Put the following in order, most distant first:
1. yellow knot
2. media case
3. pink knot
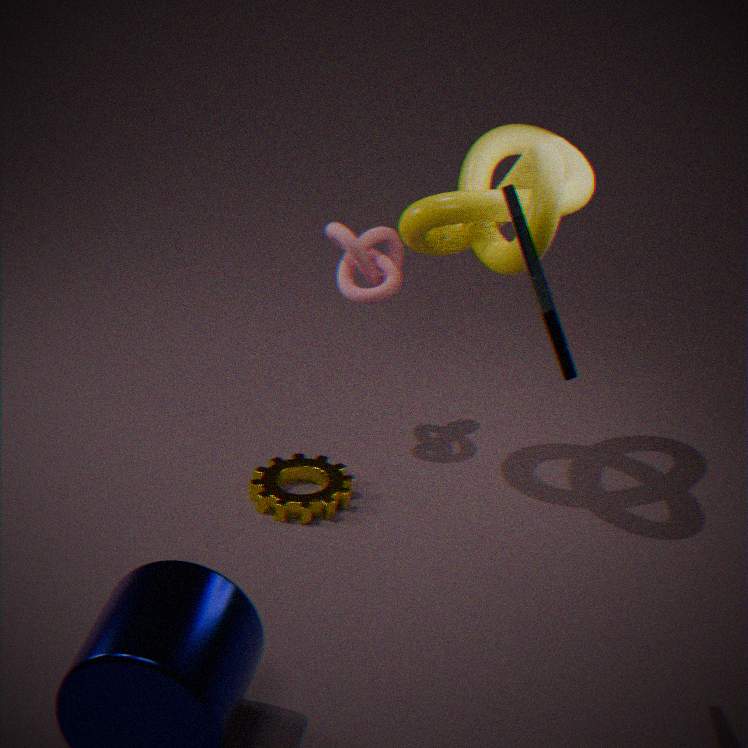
1. pink knot
2. yellow knot
3. media case
